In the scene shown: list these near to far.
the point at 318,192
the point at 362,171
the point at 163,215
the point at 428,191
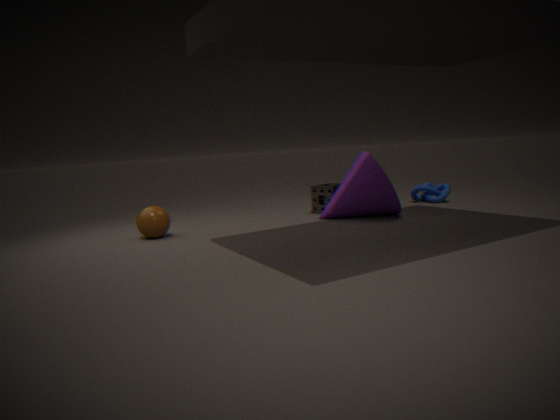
A: the point at 163,215, the point at 362,171, the point at 318,192, the point at 428,191
